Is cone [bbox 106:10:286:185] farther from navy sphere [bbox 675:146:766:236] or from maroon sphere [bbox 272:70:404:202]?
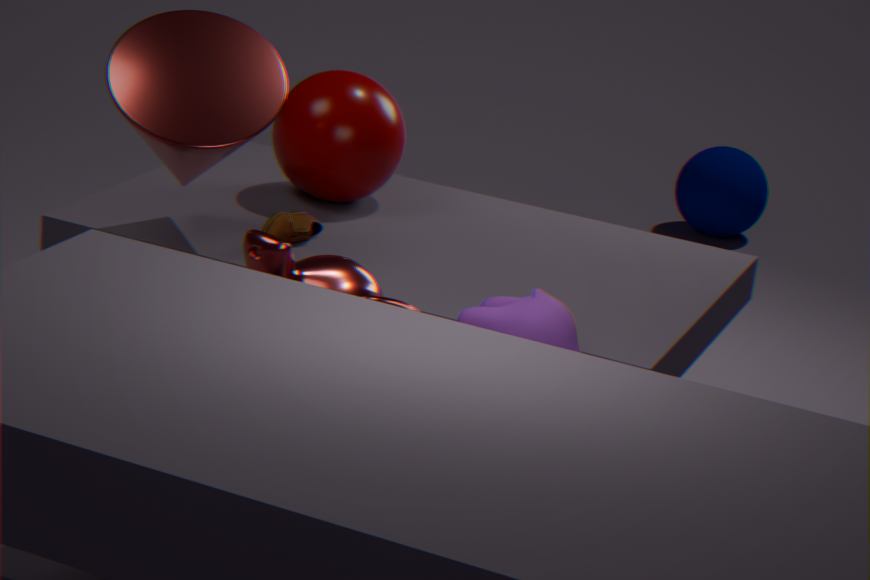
navy sphere [bbox 675:146:766:236]
